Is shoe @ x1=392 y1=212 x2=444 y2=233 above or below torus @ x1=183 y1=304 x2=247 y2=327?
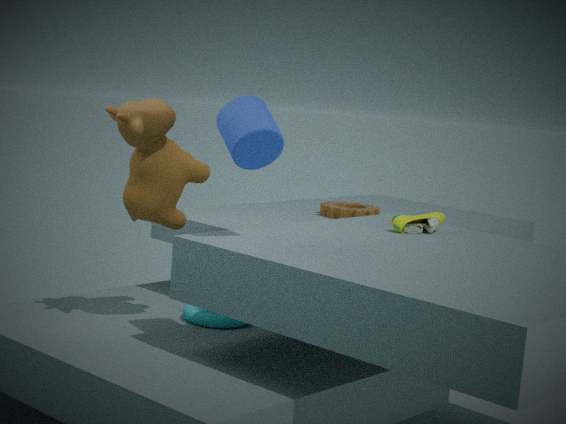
above
